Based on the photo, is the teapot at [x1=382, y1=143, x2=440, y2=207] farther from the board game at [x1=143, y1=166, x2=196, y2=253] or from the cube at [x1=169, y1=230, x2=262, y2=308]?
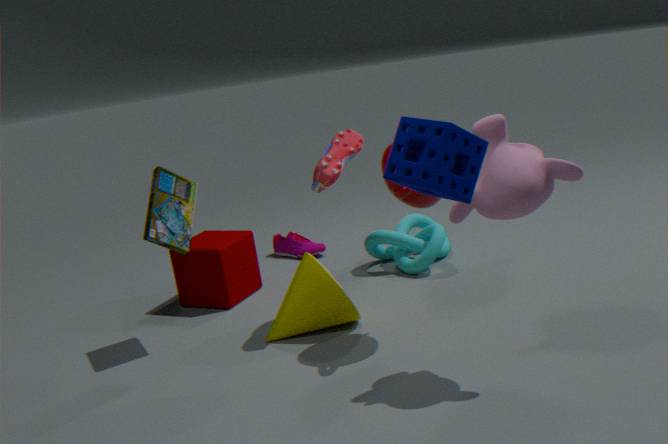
the cube at [x1=169, y1=230, x2=262, y2=308]
